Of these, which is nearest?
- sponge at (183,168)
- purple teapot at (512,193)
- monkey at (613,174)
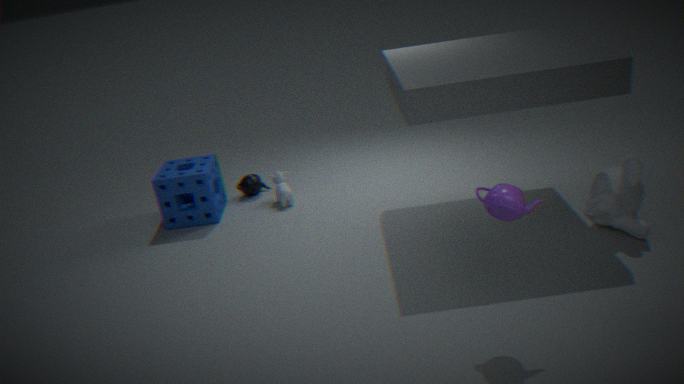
purple teapot at (512,193)
